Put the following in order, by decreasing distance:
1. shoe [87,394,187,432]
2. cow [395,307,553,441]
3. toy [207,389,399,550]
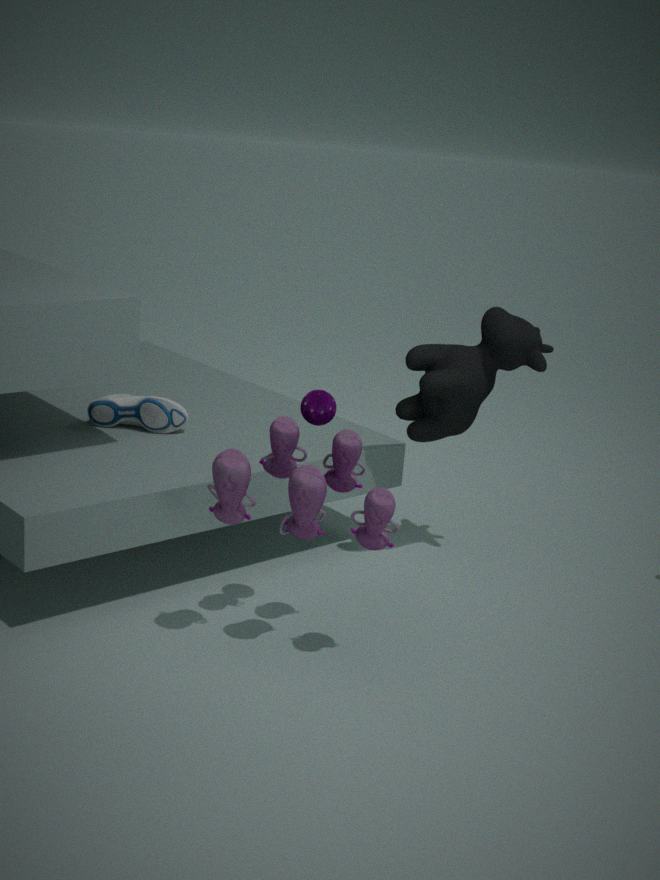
shoe [87,394,187,432]
cow [395,307,553,441]
toy [207,389,399,550]
